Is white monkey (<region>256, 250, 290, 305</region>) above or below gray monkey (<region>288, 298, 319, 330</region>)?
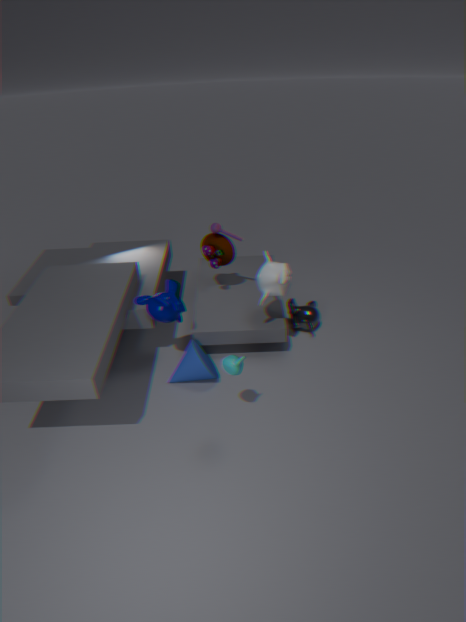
above
